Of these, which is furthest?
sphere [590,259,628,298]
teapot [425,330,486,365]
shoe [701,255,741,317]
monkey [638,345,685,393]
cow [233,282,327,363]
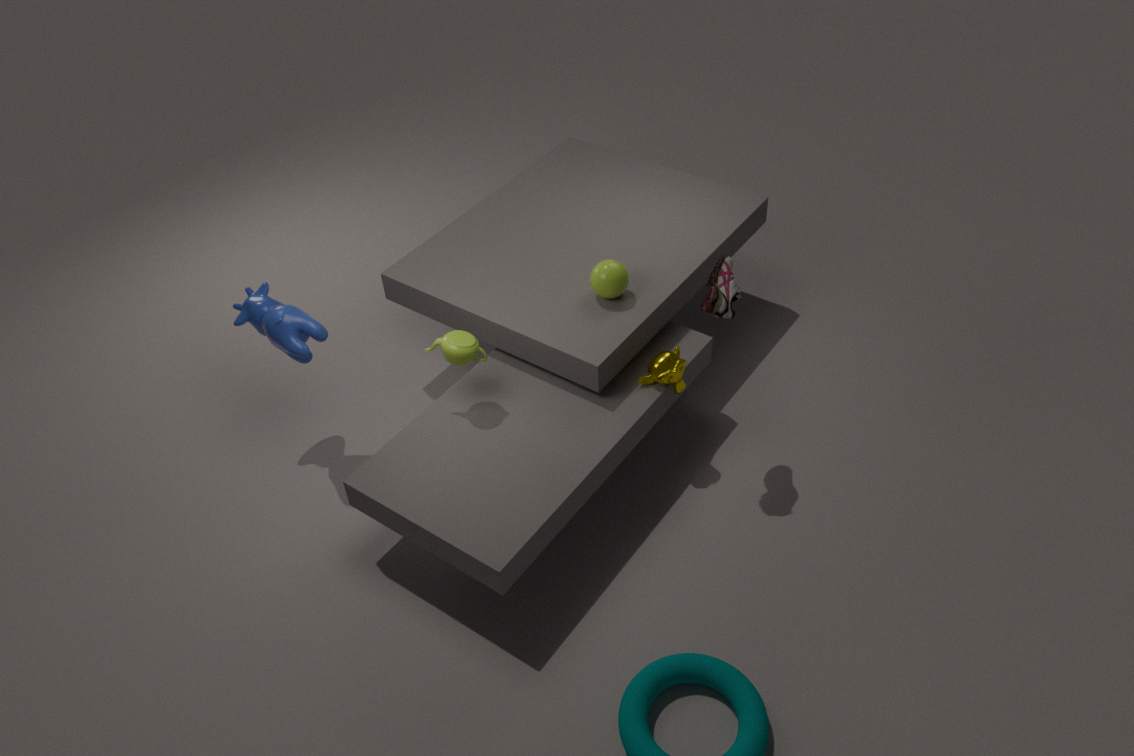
sphere [590,259,628,298]
